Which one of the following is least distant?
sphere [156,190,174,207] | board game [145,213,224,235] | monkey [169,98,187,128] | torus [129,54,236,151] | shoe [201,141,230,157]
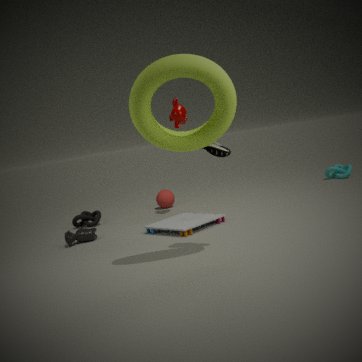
torus [129,54,236,151]
